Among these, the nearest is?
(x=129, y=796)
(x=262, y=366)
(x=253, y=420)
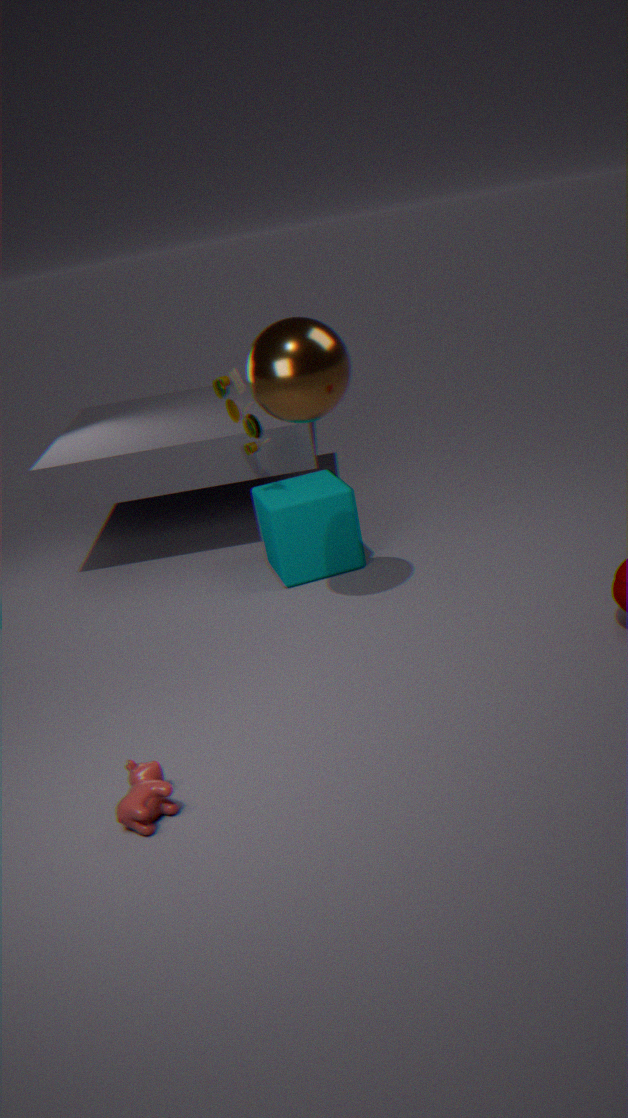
(x=129, y=796)
